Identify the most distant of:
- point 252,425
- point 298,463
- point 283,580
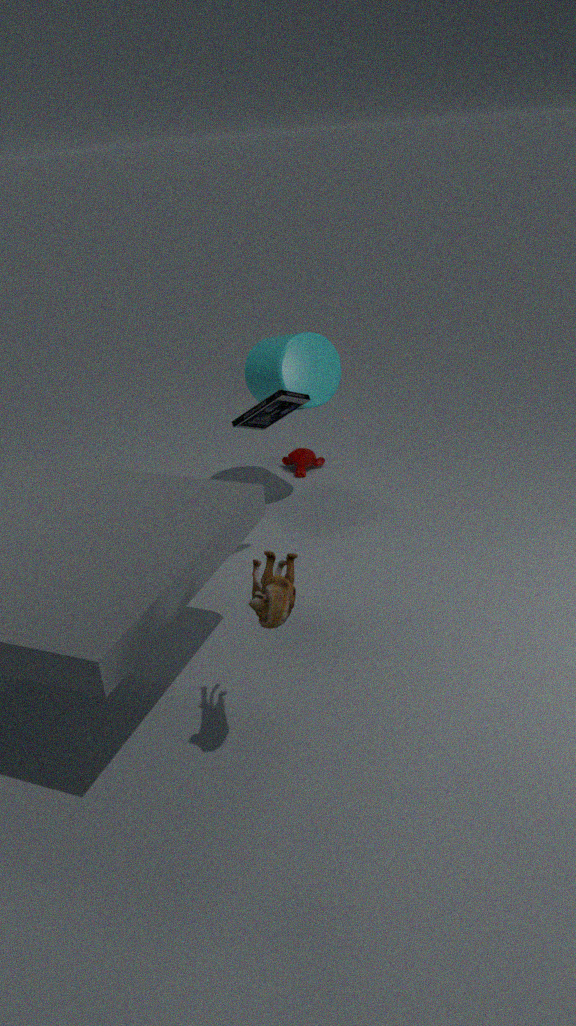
point 298,463
